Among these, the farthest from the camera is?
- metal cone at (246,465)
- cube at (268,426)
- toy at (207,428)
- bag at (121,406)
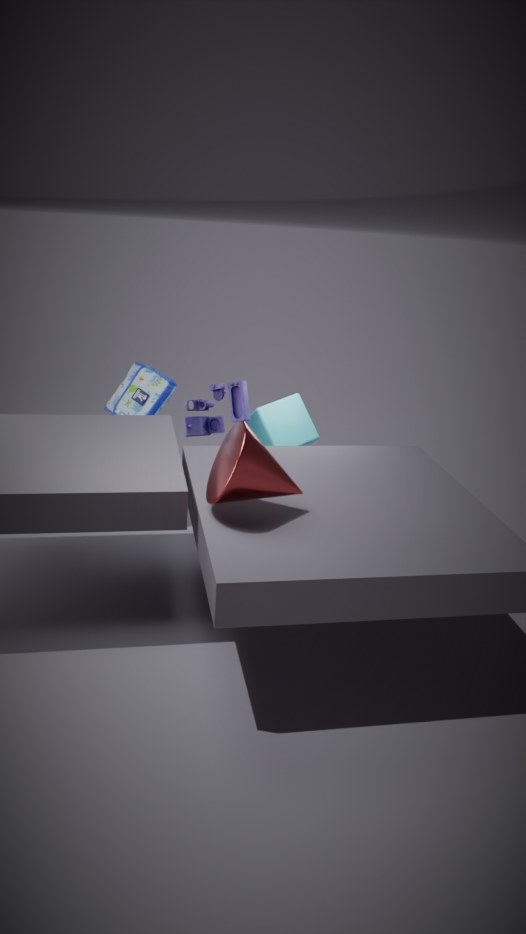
cube at (268,426)
